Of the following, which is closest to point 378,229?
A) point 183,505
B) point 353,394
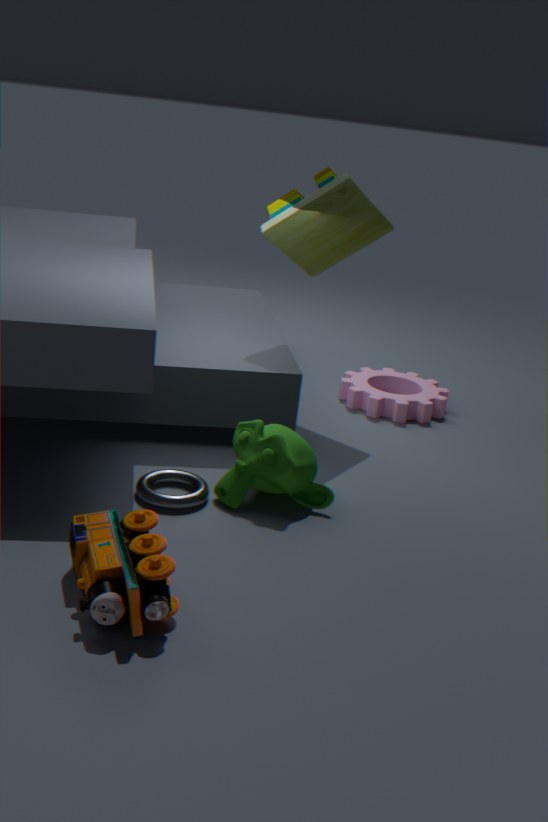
point 353,394
